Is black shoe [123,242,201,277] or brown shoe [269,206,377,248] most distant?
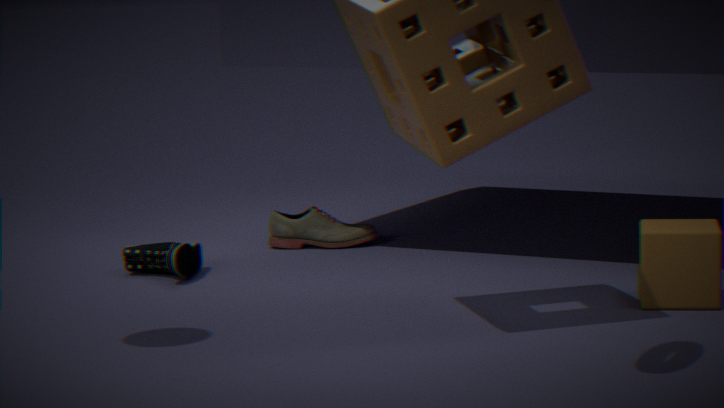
brown shoe [269,206,377,248]
